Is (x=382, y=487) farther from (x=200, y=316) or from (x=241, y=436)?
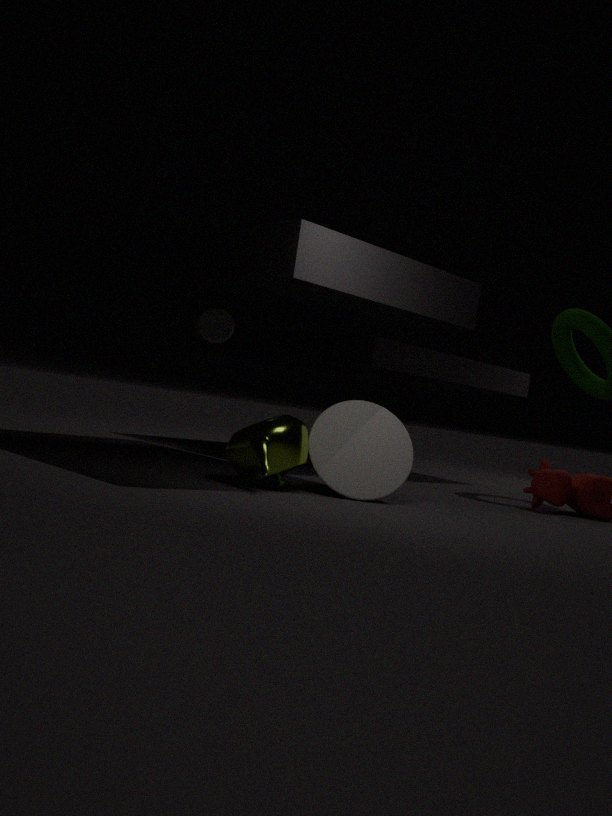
(x=200, y=316)
